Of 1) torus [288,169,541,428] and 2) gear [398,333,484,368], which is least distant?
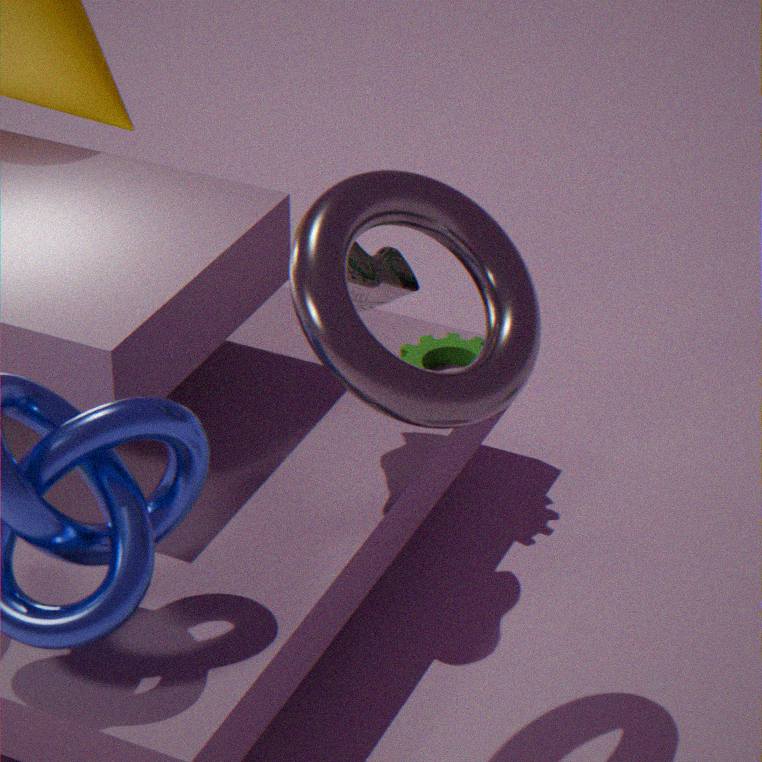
1. torus [288,169,541,428]
